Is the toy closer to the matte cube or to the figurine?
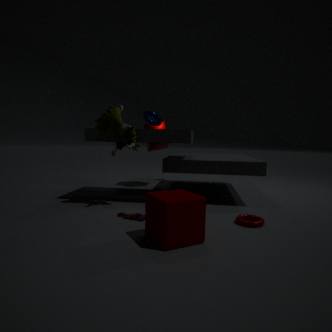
the matte cube
